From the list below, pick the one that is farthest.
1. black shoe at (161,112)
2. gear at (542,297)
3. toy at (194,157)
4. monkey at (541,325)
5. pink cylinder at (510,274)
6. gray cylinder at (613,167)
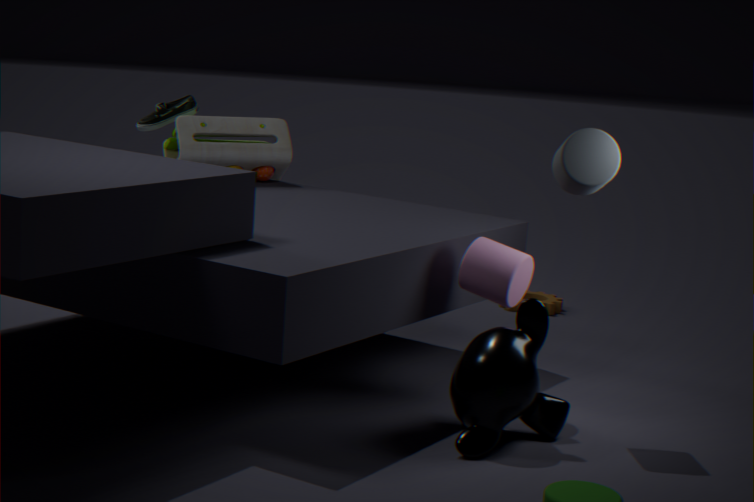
gear at (542,297)
